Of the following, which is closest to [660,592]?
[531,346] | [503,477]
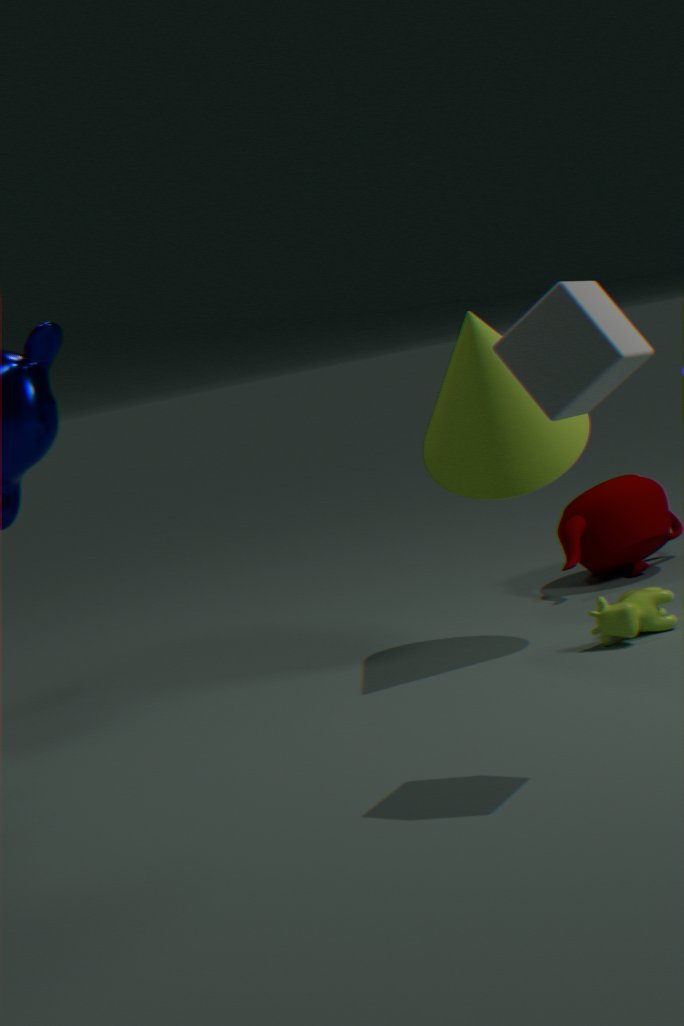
[503,477]
